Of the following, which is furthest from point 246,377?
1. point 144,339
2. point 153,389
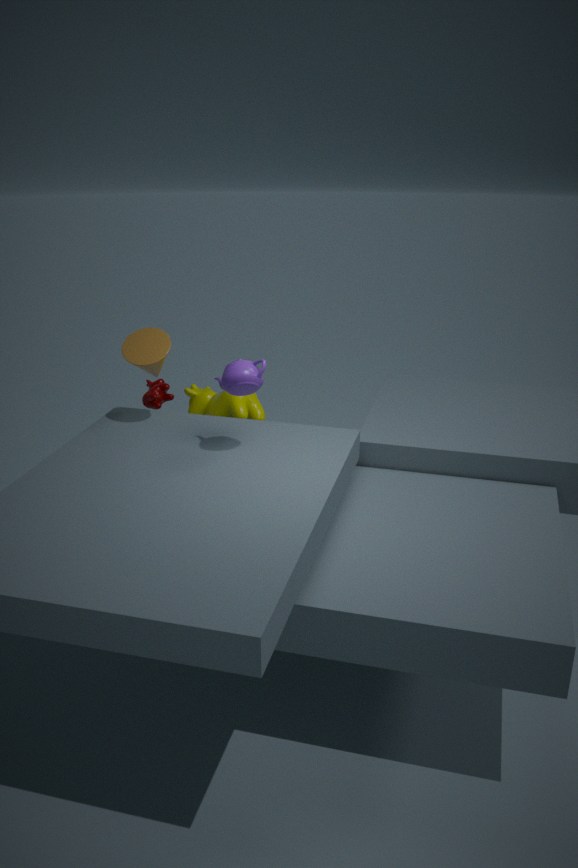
point 153,389
